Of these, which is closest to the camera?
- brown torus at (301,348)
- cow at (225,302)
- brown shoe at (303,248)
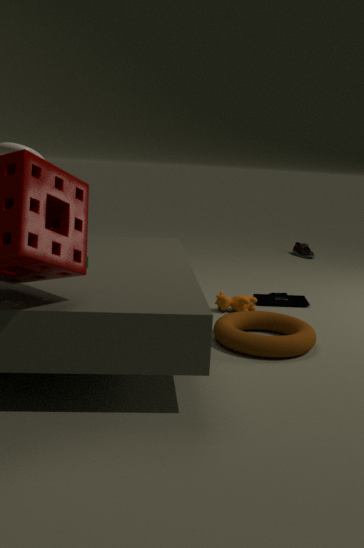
brown torus at (301,348)
